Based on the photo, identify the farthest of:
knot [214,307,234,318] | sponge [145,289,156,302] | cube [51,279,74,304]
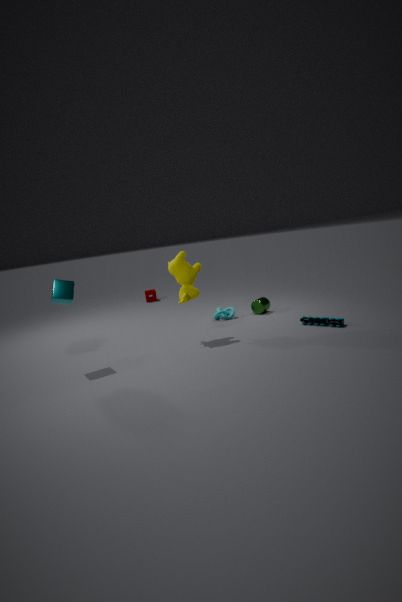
sponge [145,289,156,302]
